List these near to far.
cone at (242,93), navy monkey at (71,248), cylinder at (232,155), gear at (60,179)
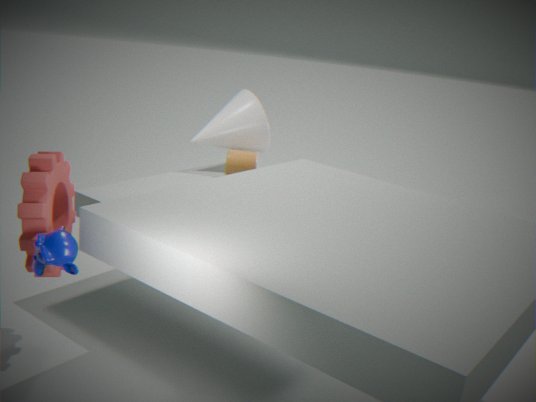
navy monkey at (71,248) < gear at (60,179) < cylinder at (232,155) < cone at (242,93)
